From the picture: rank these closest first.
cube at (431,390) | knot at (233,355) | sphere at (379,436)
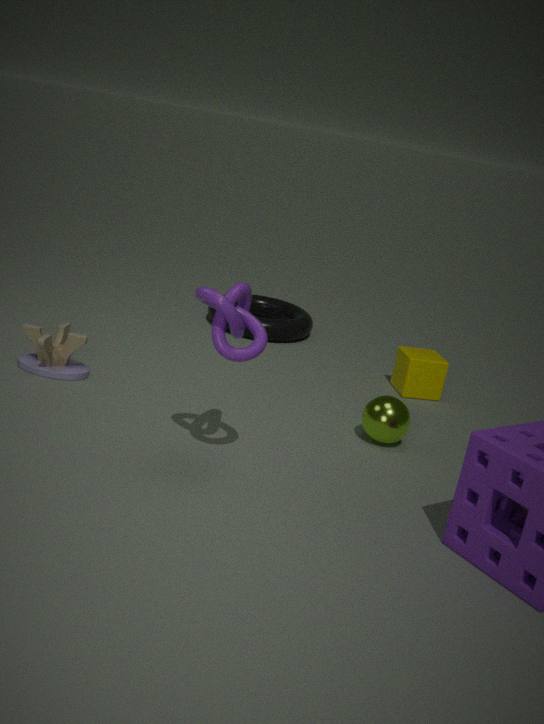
knot at (233,355)
sphere at (379,436)
cube at (431,390)
